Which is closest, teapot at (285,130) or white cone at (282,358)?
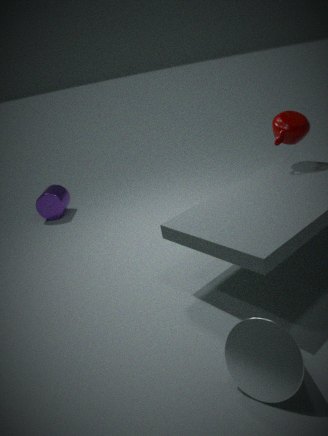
white cone at (282,358)
